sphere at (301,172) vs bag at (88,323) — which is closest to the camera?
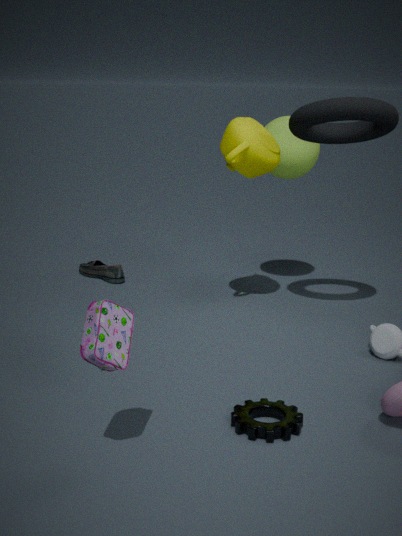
bag at (88,323)
